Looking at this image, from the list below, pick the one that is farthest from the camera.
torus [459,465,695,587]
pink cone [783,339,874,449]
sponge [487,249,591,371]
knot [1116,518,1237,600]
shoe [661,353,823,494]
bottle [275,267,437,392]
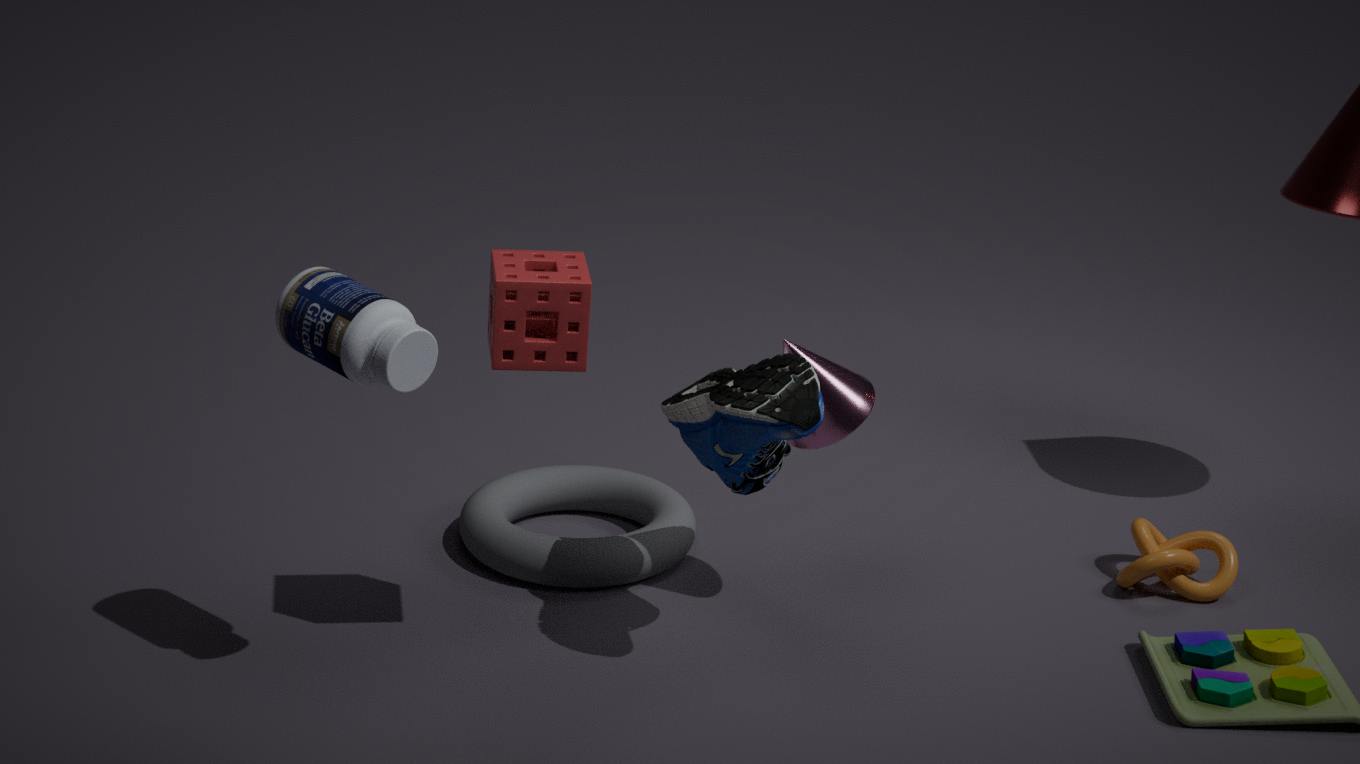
knot [1116,518,1237,600]
